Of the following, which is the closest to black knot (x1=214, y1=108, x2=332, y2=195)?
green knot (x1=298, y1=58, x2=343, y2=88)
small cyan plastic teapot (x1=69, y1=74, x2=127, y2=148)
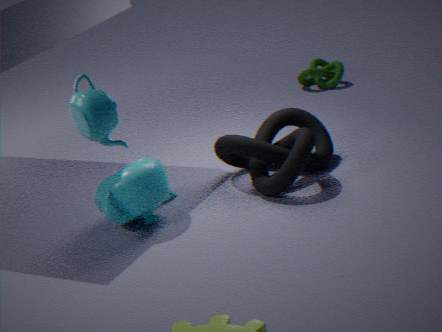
green knot (x1=298, y1=58, x2=343, y2=88)
